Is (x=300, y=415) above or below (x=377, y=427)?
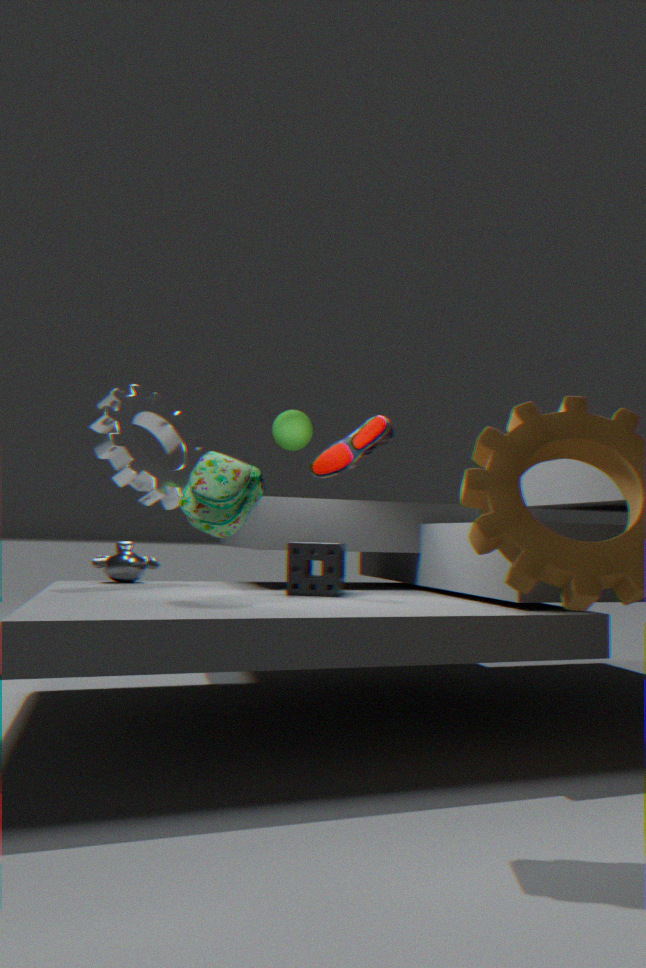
above
